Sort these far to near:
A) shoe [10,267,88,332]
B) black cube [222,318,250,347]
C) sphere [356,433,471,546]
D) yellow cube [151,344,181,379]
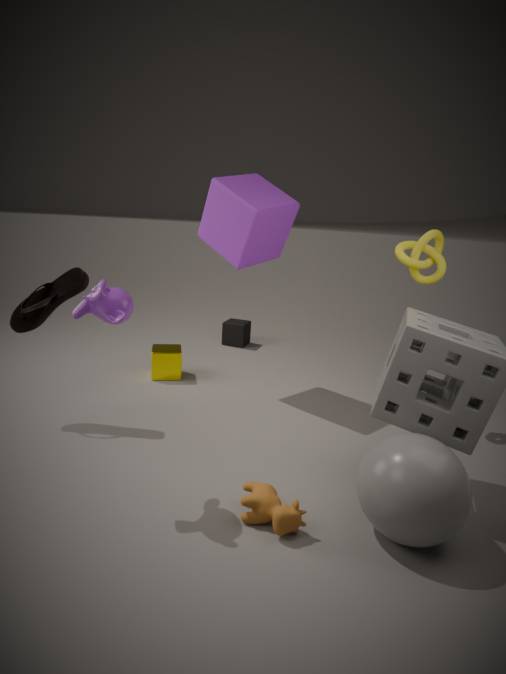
black cube [222,318,250,347] → yellow cube [151,344,181,379] → shoe [10,267,88,332] → sphere [356,433,471,546]
